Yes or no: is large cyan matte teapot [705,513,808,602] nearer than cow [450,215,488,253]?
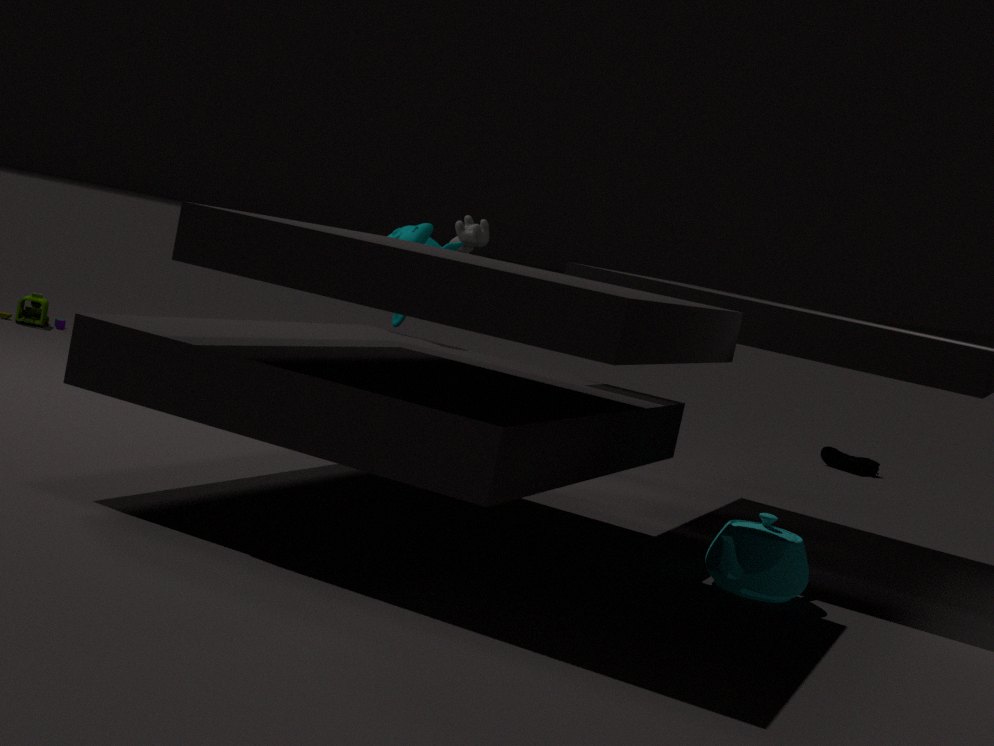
Yes
